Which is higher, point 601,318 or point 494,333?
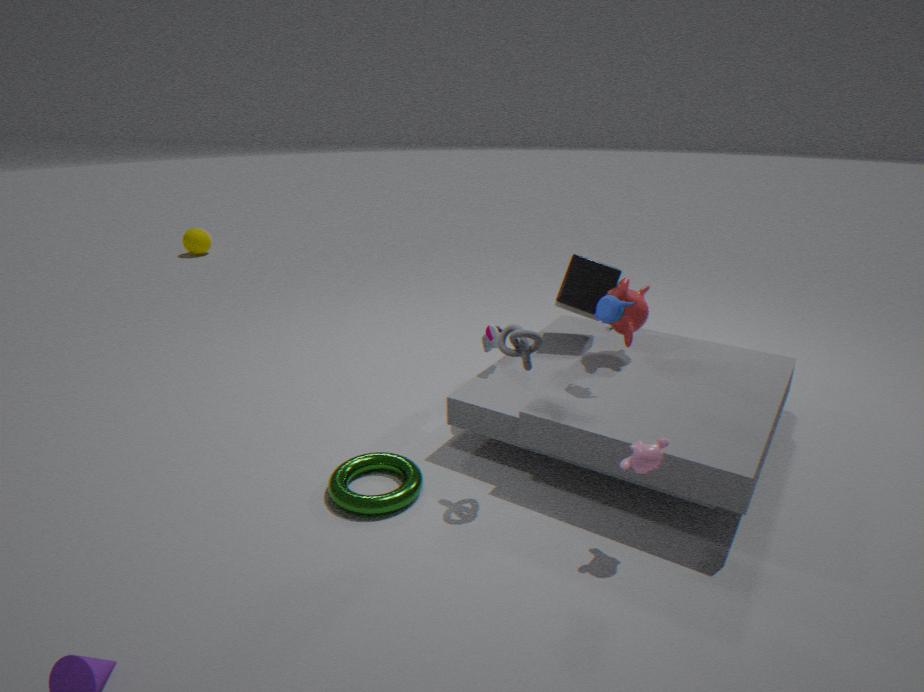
point 601,318
